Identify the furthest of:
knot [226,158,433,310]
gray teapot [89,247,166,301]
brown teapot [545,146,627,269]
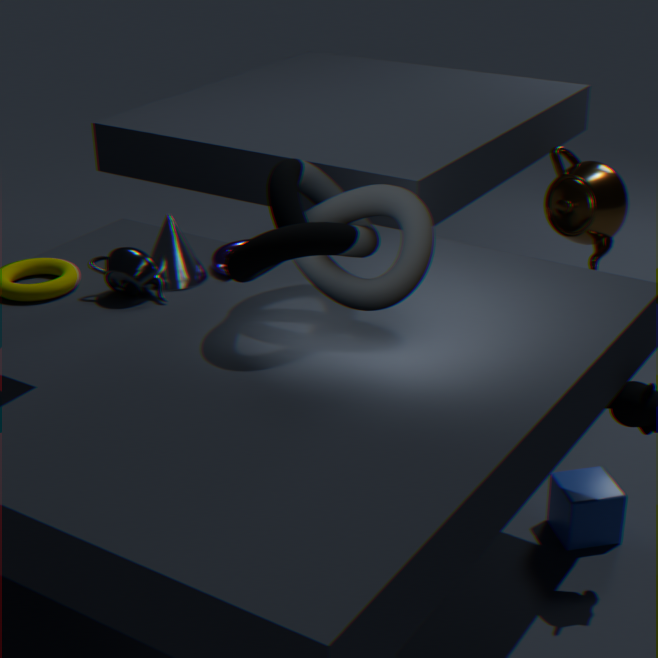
brown teapot [545,146,627,269]
